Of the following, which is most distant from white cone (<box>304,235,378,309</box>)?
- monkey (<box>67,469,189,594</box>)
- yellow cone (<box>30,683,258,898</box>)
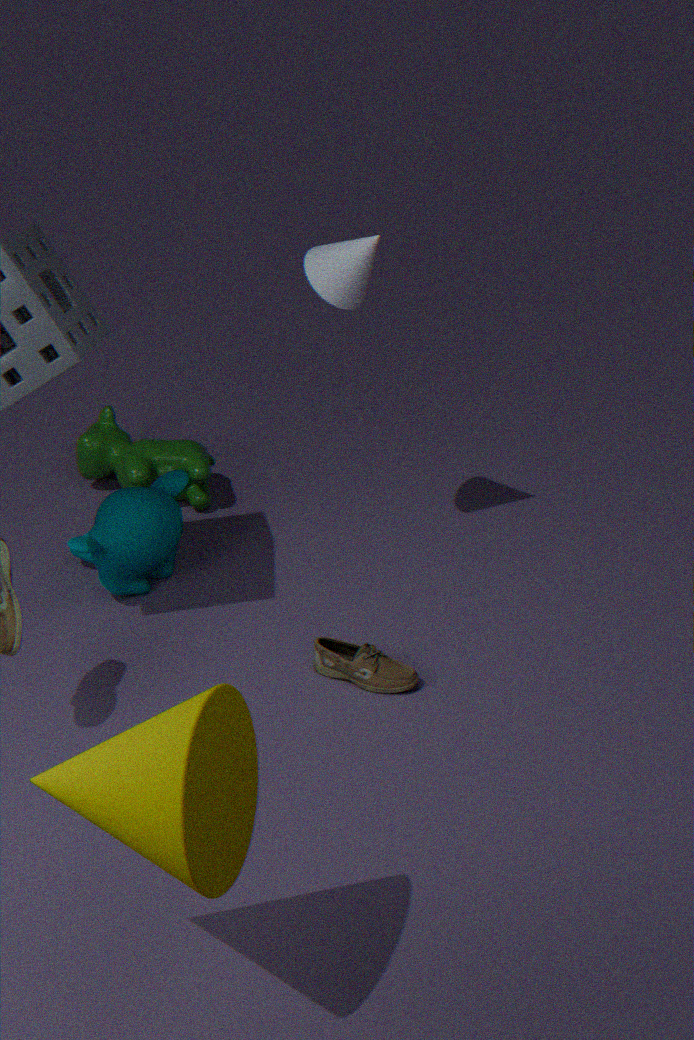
yellow cone (<box>30,683,258,898</box>)
